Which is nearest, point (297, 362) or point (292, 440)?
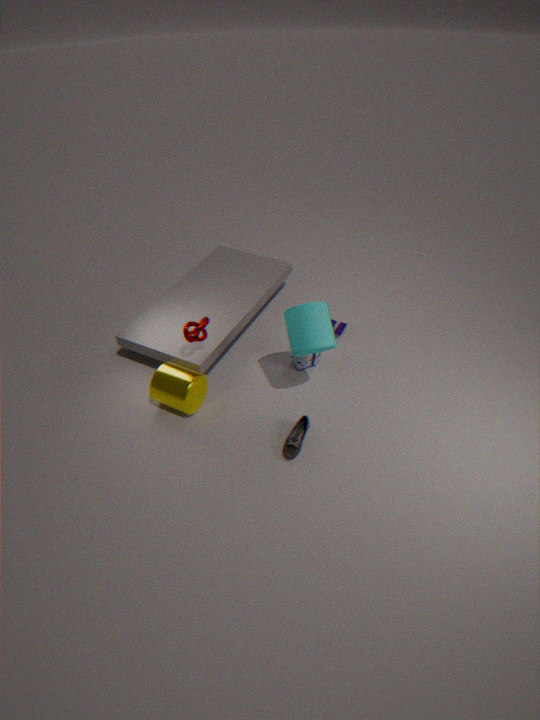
point (292, 440)
